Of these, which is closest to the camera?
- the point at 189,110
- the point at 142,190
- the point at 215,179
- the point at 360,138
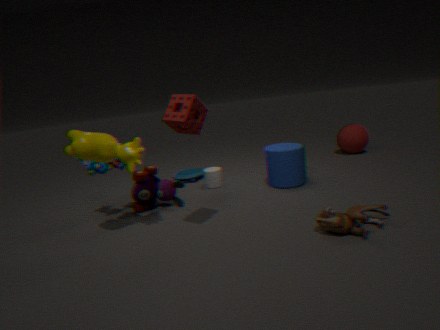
the point at 189,110
